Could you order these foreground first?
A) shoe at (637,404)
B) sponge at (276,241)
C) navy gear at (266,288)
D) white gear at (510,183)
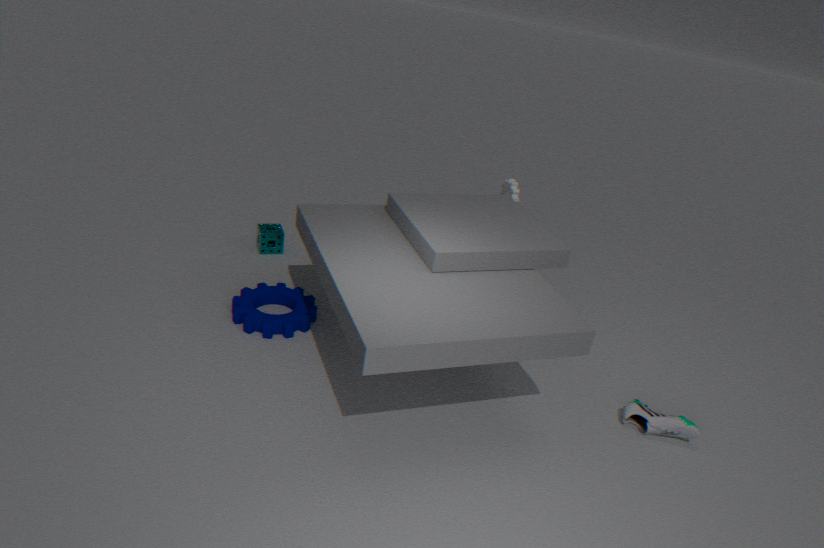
shoe at (637,404), navy gear at (266,288), white gear at (510,183), sponge at (276,241)
